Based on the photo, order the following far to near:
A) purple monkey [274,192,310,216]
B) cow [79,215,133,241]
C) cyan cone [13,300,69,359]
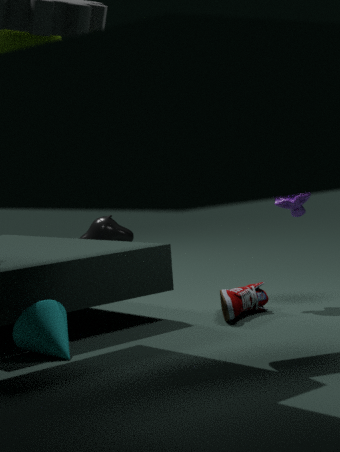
cow [79,215,133,241]
purple monkey [274,192,310,216]
cyan cone [13,300,69,359]
